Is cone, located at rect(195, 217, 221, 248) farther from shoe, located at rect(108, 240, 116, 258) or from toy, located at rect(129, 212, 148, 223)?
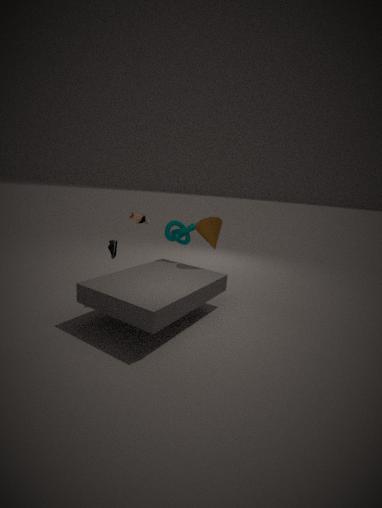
shoe, located at rect(108, 240, 116, 258)
